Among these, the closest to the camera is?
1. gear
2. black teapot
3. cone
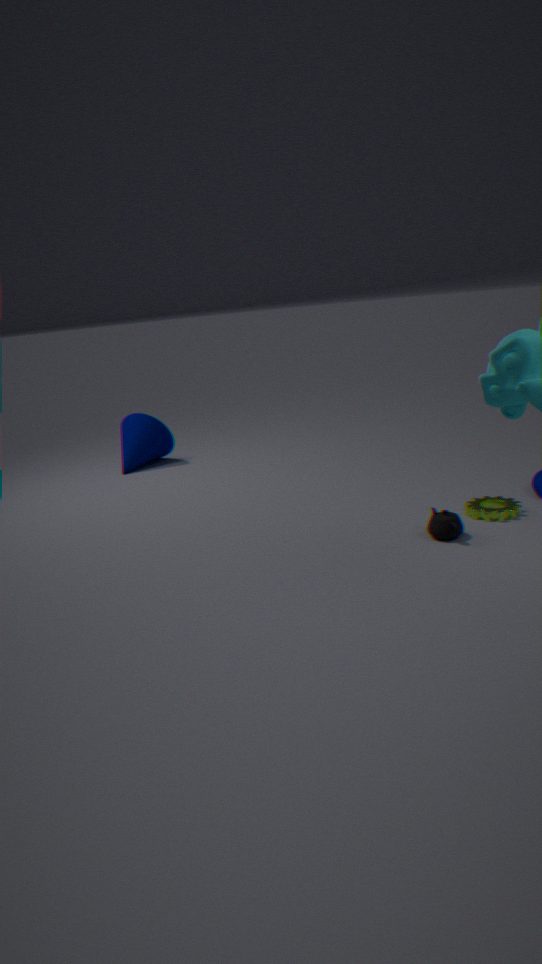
black teapot
